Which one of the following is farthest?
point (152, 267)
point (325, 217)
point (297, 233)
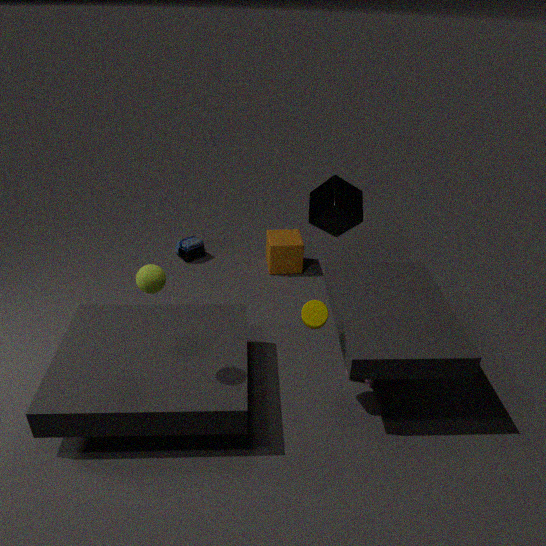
point (297, 233)
